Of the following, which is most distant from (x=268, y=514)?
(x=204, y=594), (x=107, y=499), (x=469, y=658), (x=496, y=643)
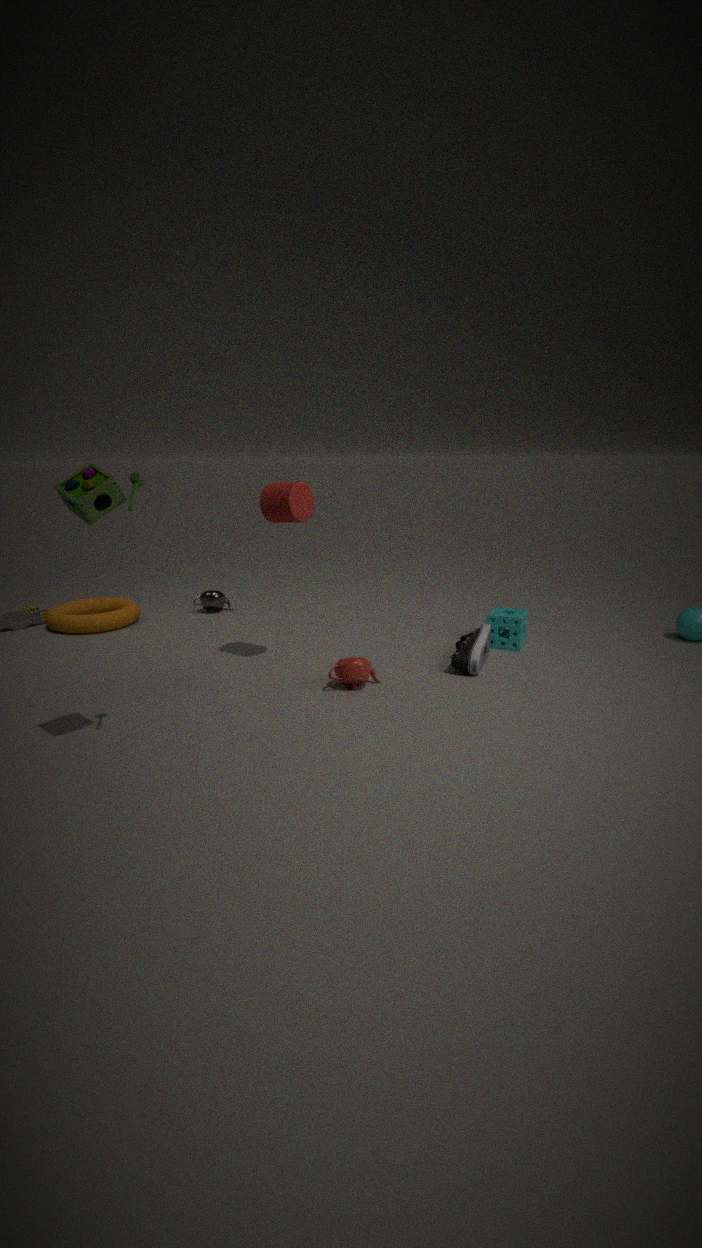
(x=204, y=594)
